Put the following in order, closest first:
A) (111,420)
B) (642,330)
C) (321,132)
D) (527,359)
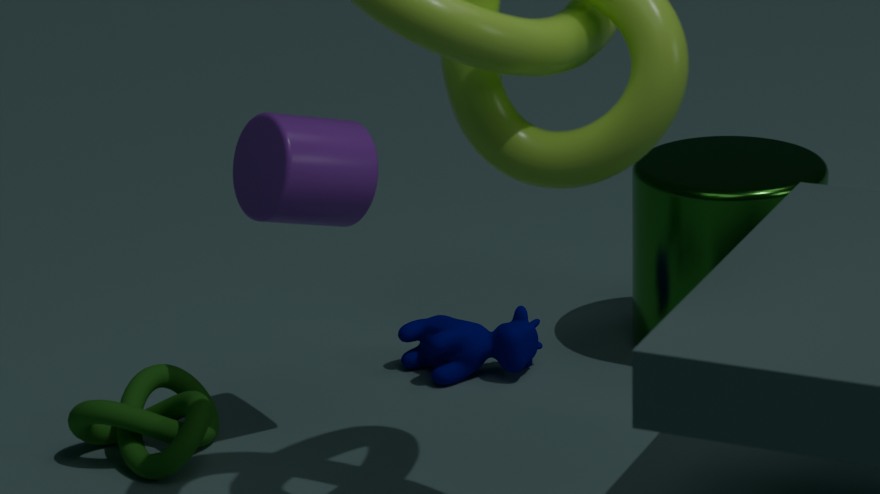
(321,132)
(111,420)
(527,359)
(642,330)
